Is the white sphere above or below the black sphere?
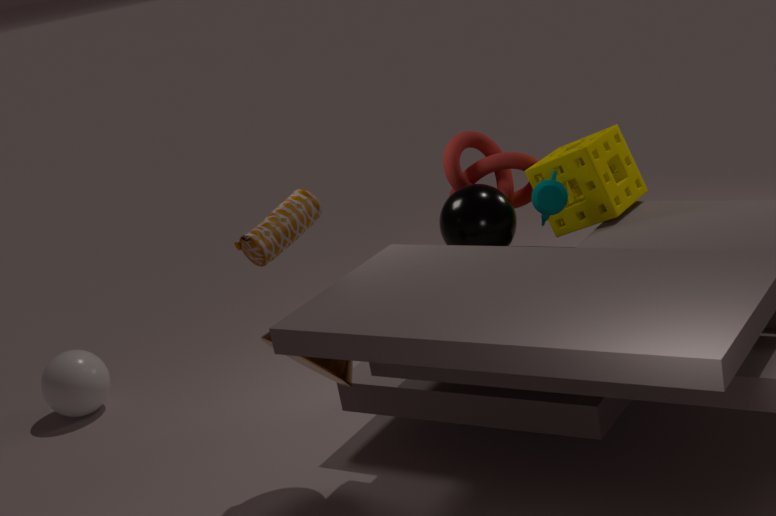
below
